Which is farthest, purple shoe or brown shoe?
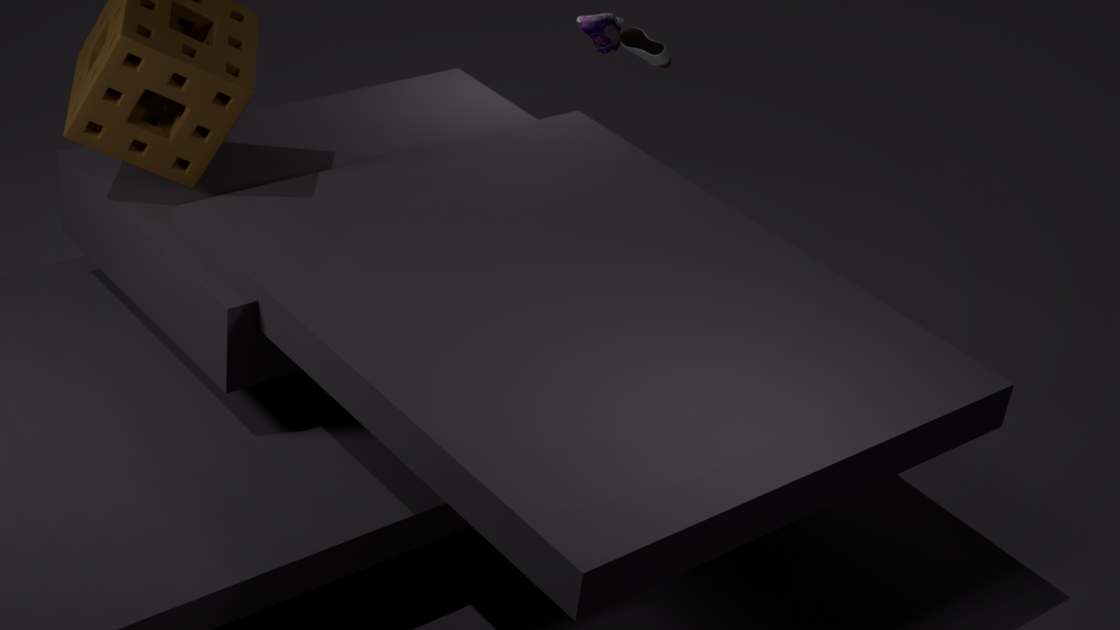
purple shoe
